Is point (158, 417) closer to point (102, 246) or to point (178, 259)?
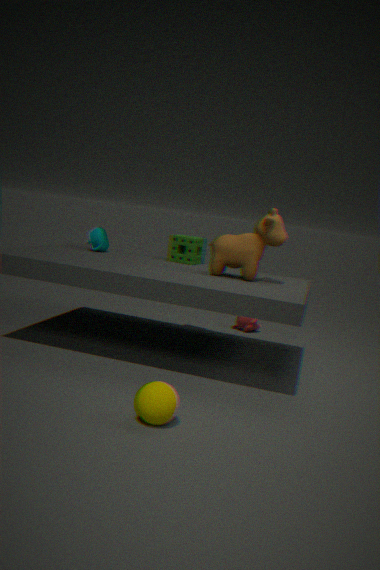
point (178, 259)
